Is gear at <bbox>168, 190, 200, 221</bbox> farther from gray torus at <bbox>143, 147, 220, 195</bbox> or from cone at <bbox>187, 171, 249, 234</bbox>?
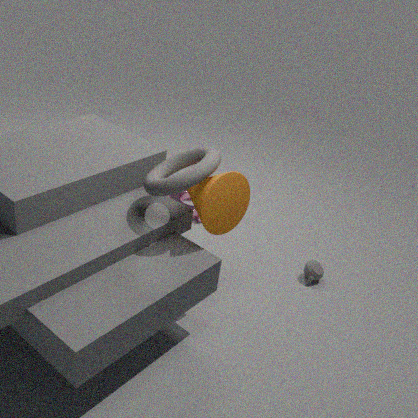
gray torus at <bbox>143, 147, 220, 195</bbox>
